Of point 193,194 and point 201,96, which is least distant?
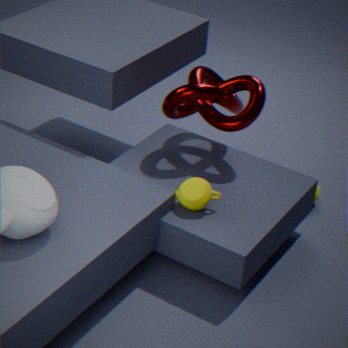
point 193,194
